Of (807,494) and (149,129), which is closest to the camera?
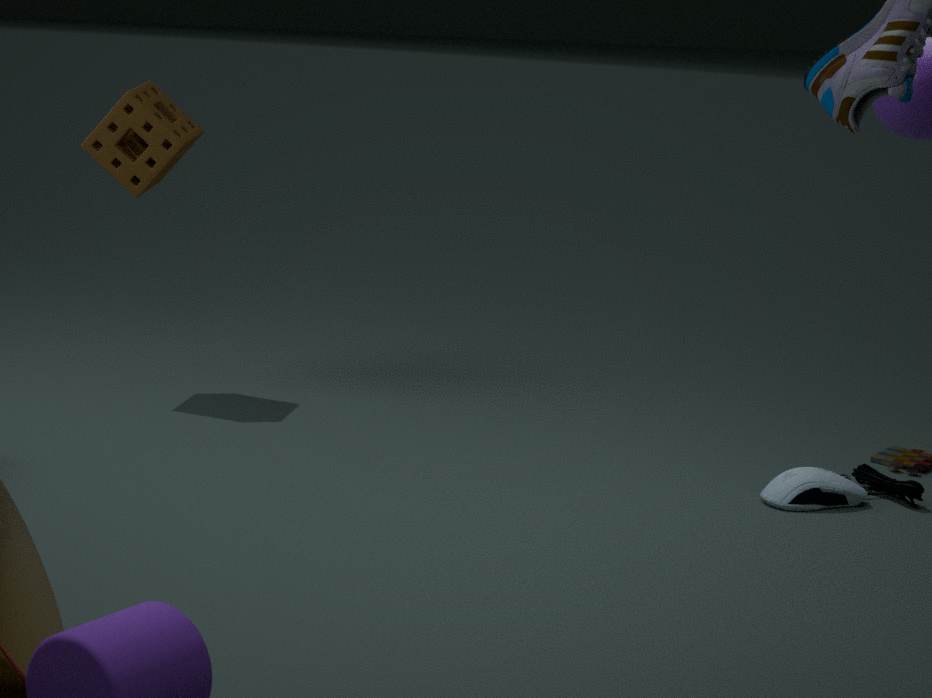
(807,494)
